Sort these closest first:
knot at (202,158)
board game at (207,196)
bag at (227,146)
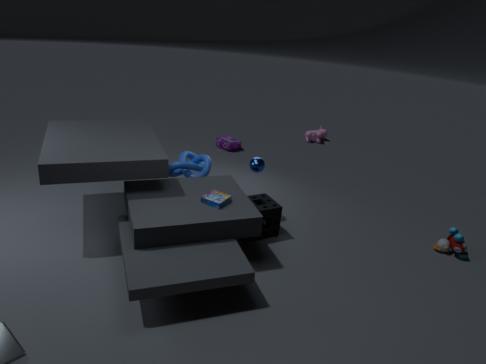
board game at (207,196), knot at (202,158), bag at (227,146)
